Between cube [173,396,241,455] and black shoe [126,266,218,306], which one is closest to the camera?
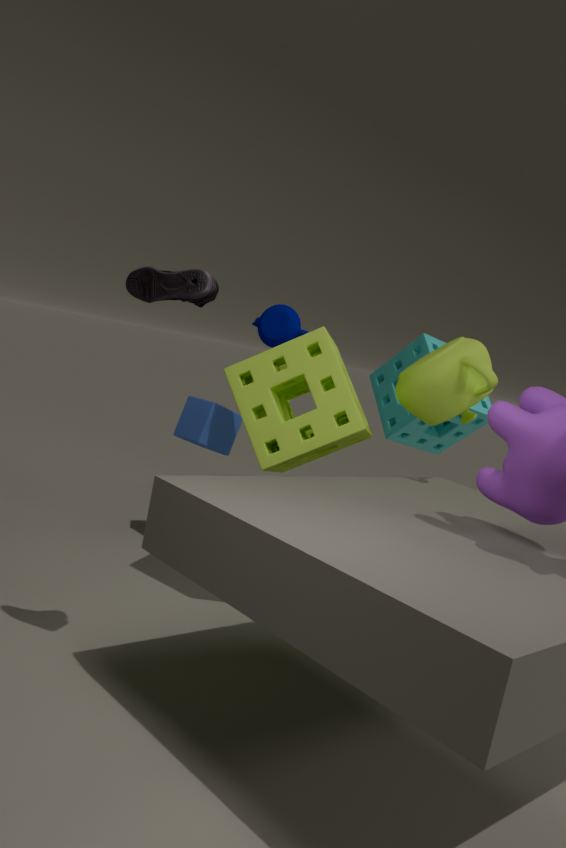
black shoe [126,266,218,306]
